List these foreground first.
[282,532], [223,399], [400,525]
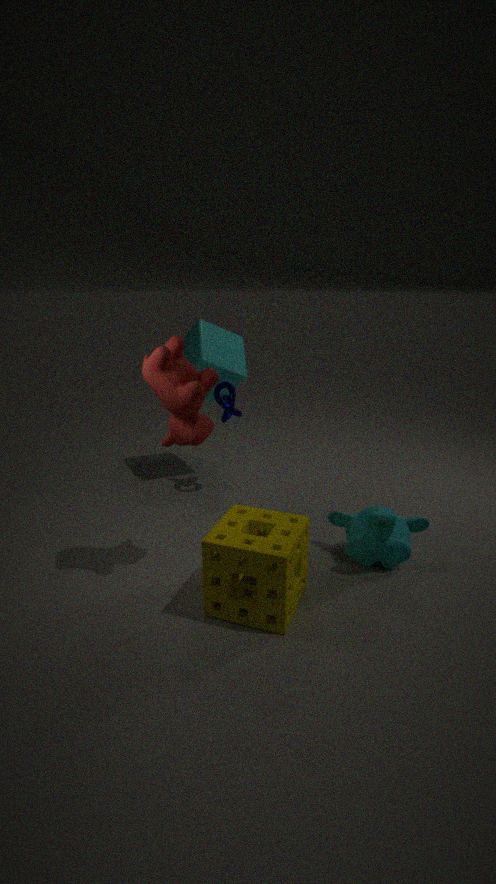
[282,532] → [400,525] → [223,399]
